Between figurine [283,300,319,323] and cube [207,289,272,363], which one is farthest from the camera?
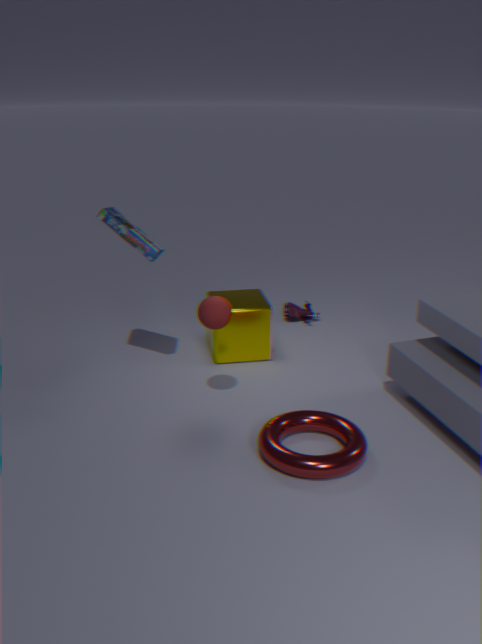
figurine [283,300,319,323]
